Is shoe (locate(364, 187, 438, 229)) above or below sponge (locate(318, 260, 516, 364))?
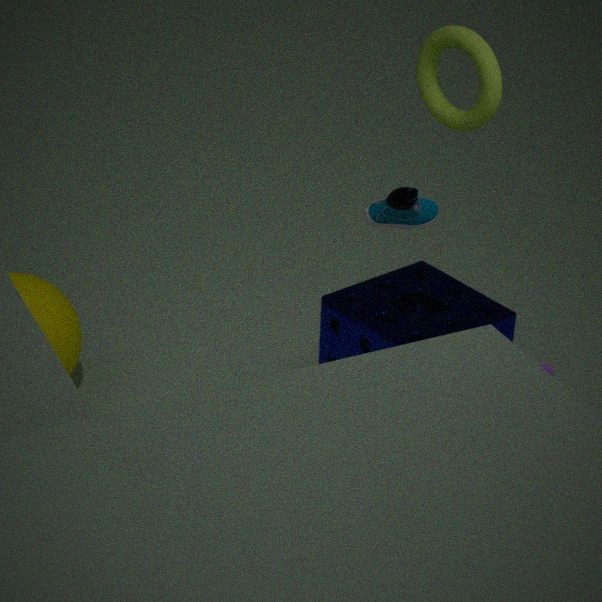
above
